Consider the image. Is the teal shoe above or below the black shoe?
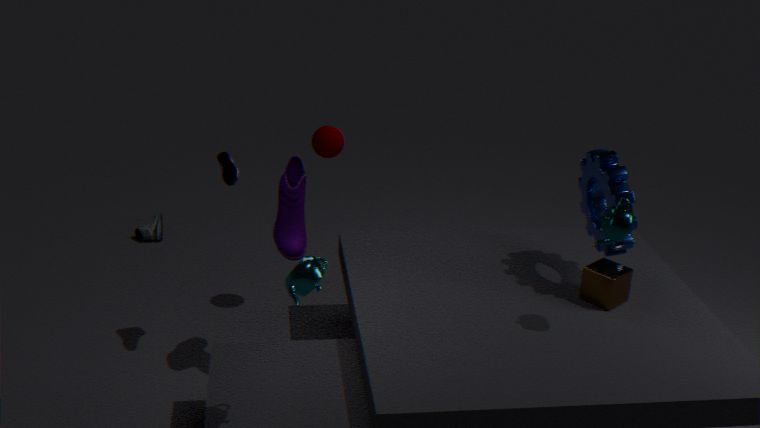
above
